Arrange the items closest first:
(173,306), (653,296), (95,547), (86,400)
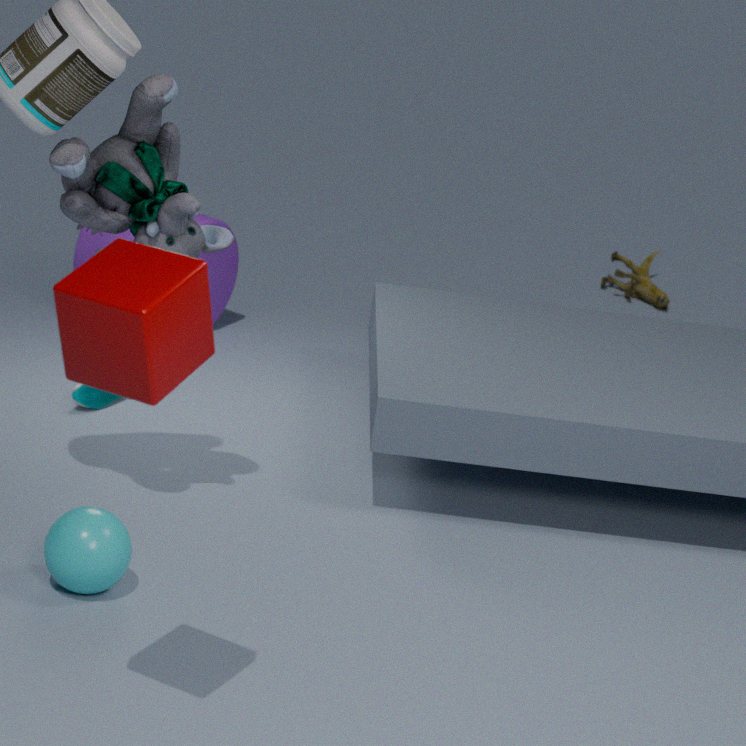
(173,306) < (95,547) < (86,400) < (653,296)
